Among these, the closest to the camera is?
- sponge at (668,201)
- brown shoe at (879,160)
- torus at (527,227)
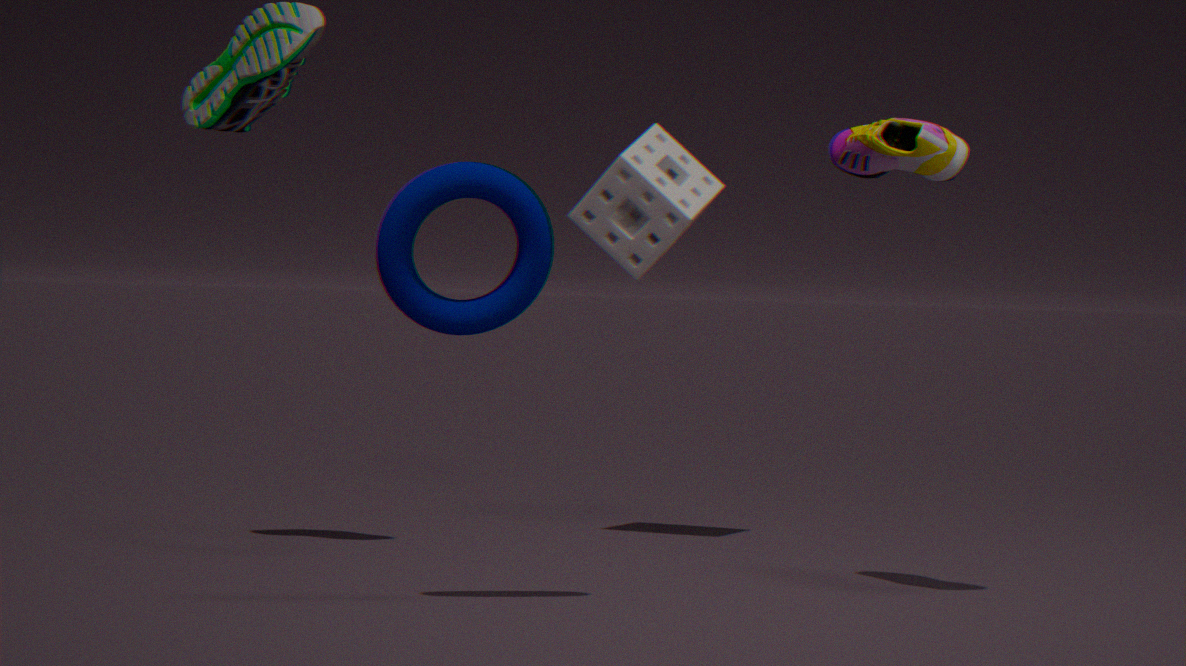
torus at (527,227)
